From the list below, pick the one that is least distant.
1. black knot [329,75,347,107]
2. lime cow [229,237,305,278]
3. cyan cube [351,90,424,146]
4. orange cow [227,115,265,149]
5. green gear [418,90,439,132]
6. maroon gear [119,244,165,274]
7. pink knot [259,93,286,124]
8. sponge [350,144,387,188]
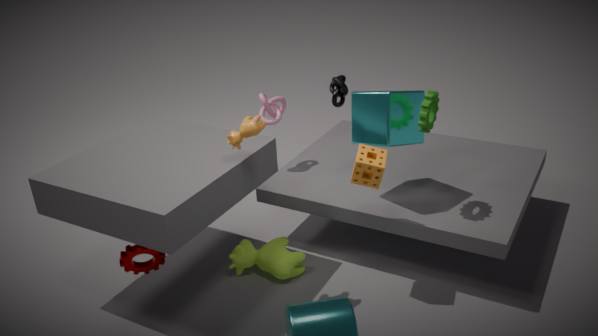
maroon gear [119,244,165,274]
